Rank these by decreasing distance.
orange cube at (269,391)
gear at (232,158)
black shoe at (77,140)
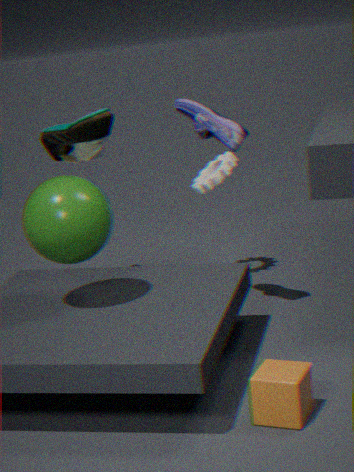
gear at (232,158) → black shoe at (77,140) → orange cube at (269,391)
